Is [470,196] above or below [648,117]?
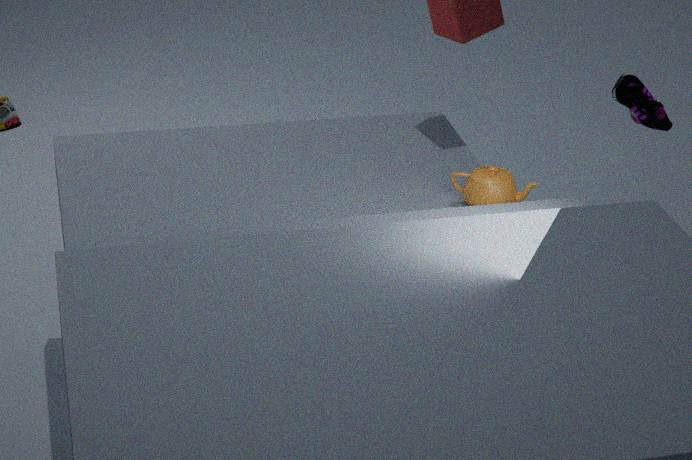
below
